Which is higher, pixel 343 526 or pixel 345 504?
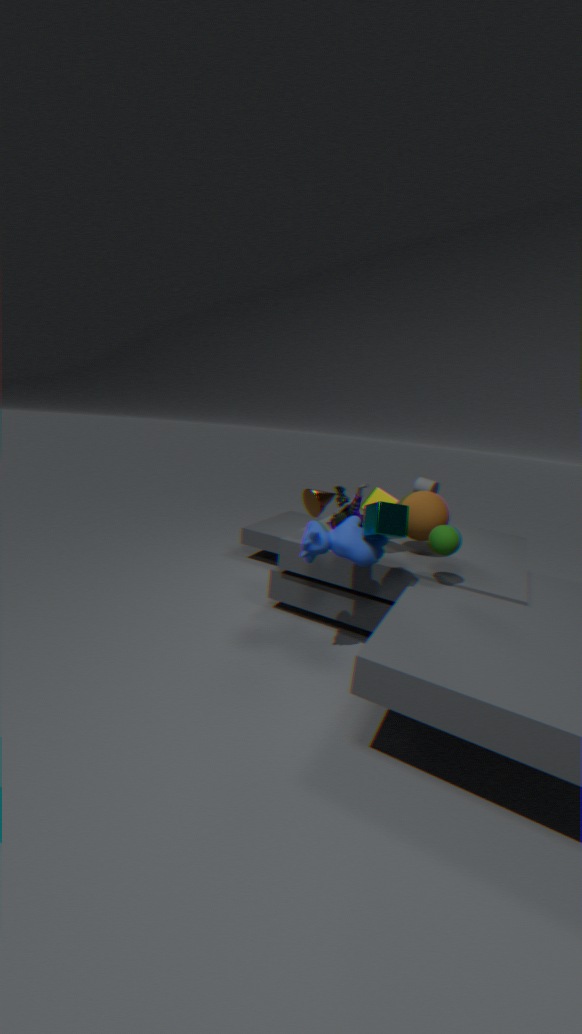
pixel 345 504
